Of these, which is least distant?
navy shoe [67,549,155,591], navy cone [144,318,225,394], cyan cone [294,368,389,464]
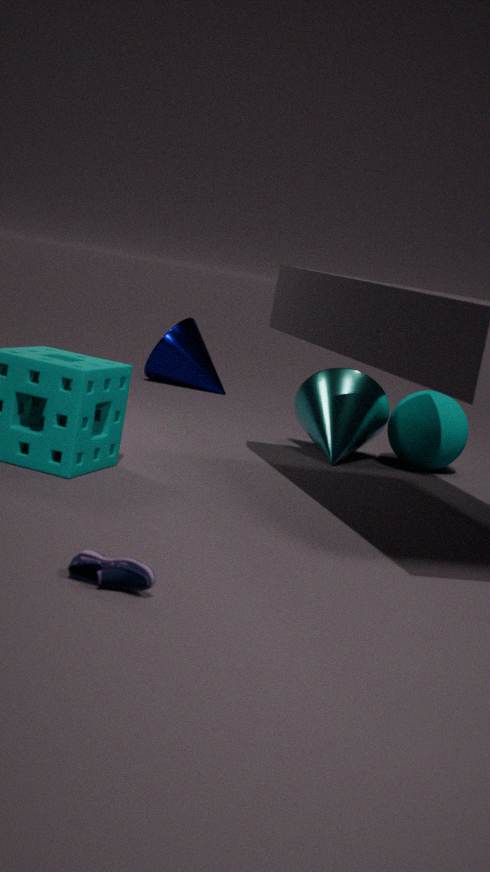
navy shoe [67,549,155,591]
